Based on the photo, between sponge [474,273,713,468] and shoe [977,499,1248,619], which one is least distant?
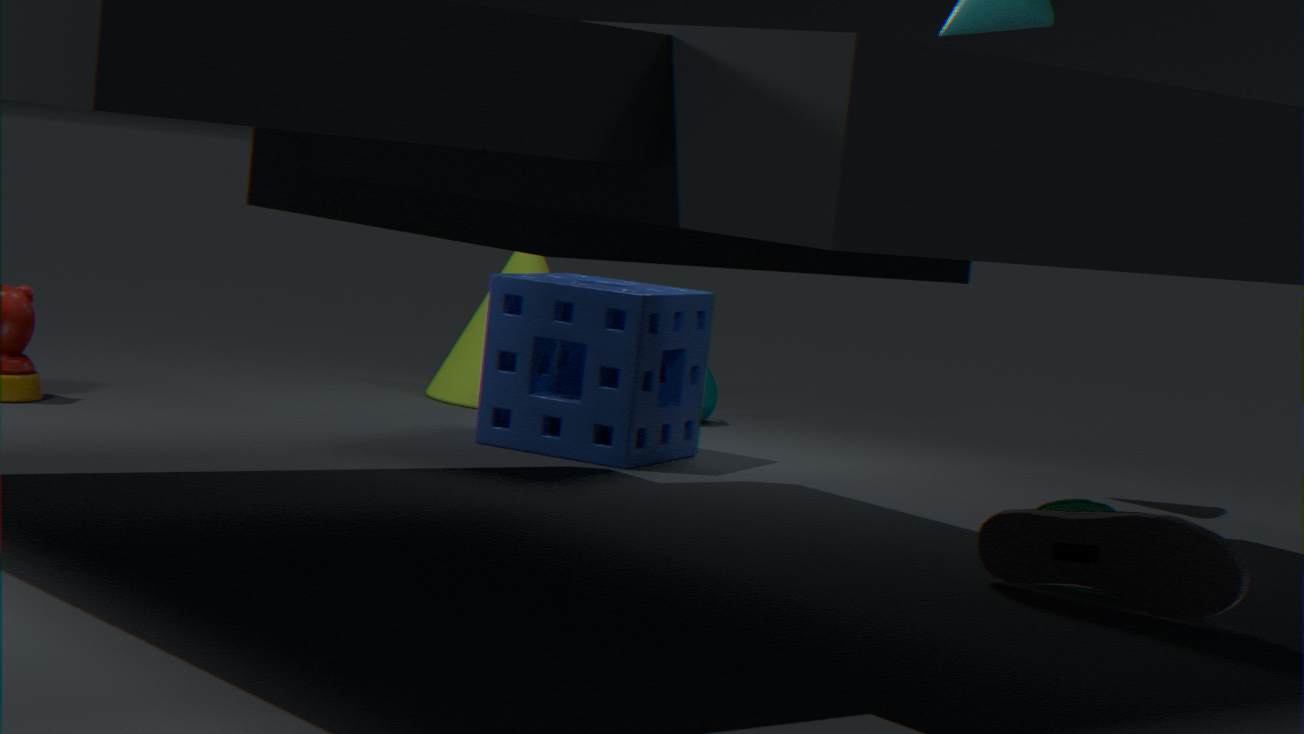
shoe [977,499,1248,619]
